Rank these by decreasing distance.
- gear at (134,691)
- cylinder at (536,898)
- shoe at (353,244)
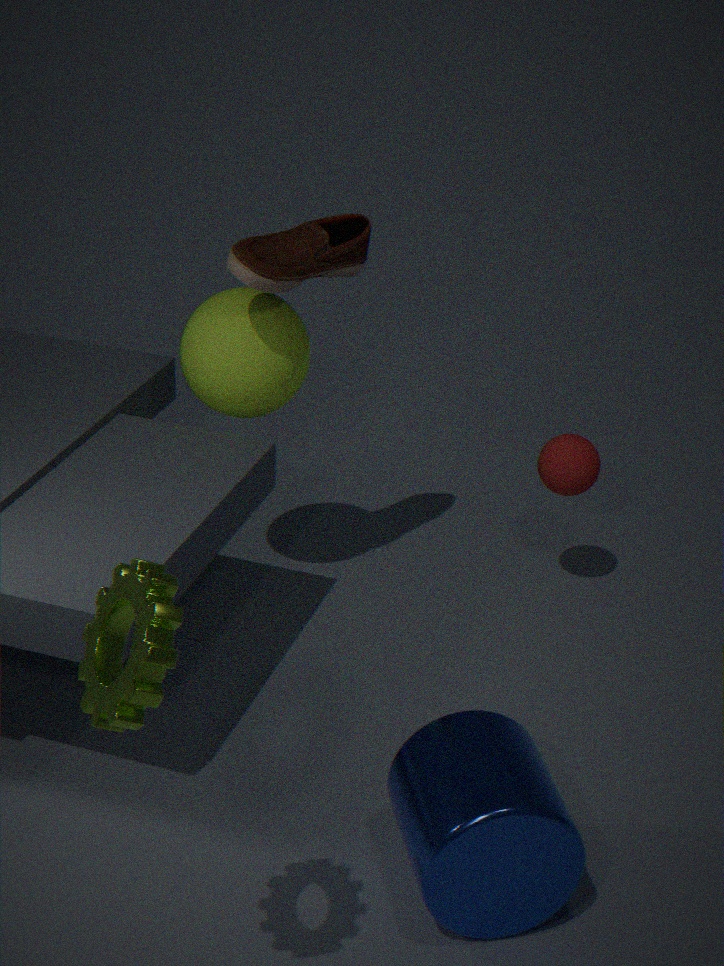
1. shoe at (353,244)
2. cylinder at (536,898)
3. gear at (134,691)
